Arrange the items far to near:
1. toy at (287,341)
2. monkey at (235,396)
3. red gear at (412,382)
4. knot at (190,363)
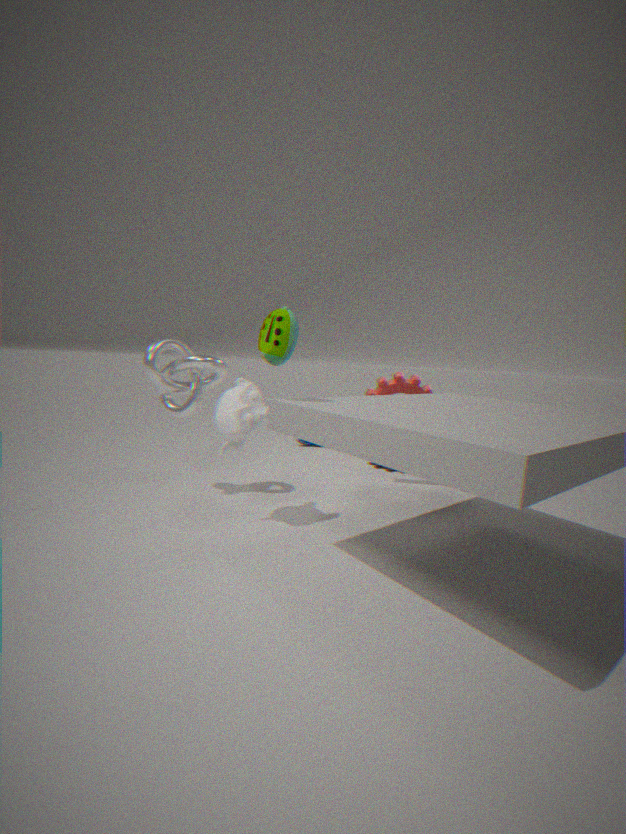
red gear at (412,382), knot at (190,363), monkey at (235,396), toy at (287,341)
